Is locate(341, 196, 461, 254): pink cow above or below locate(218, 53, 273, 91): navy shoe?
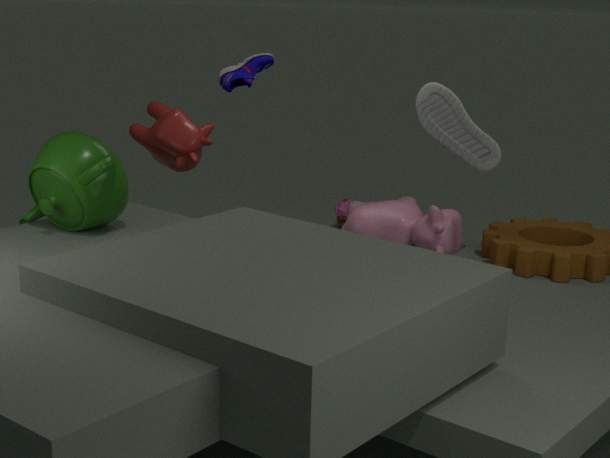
below
